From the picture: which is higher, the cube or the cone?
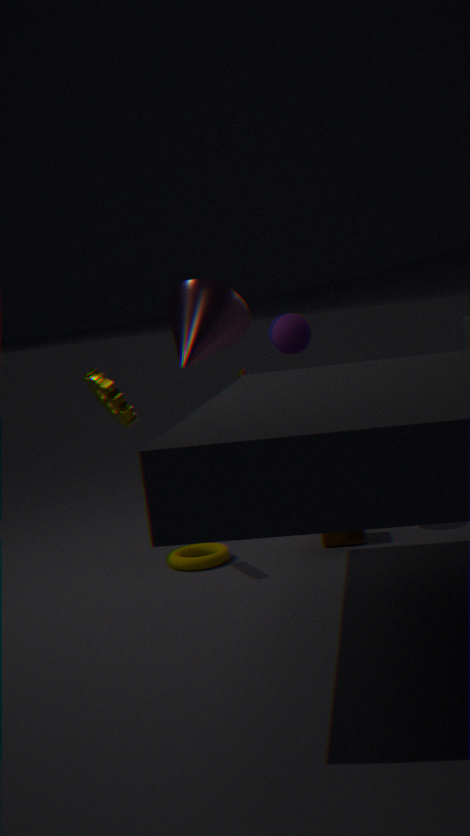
the cone
